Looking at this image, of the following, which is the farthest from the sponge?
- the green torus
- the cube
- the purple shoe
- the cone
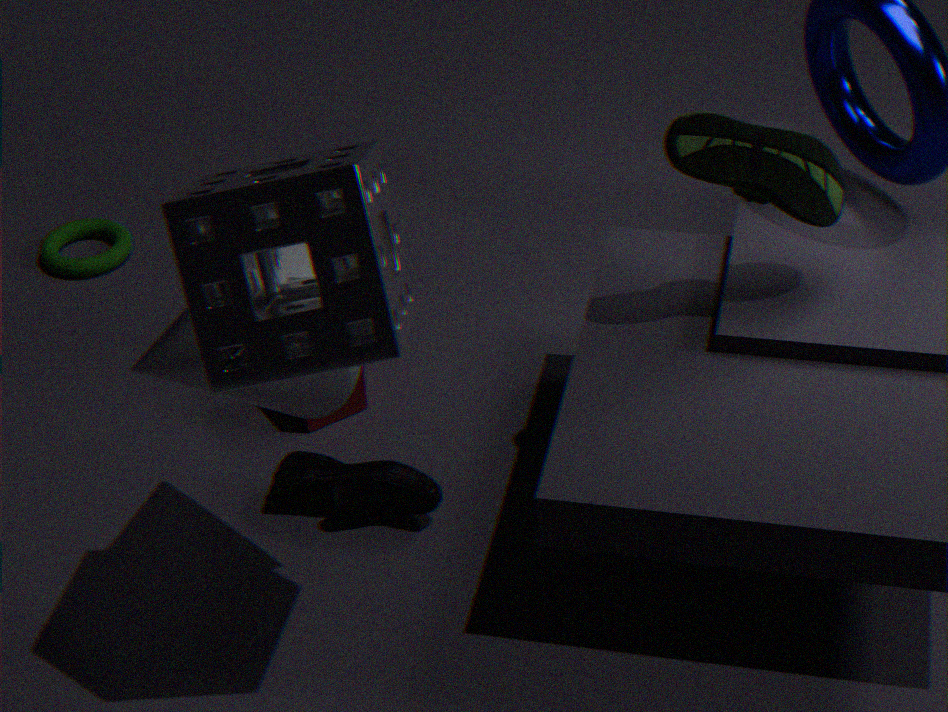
the green torus
